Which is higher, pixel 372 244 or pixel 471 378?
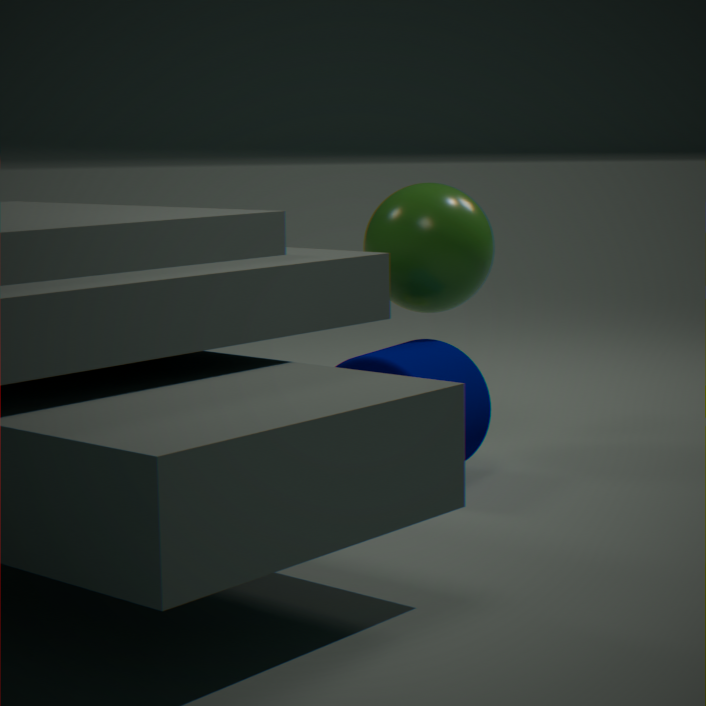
pixel 372 244
